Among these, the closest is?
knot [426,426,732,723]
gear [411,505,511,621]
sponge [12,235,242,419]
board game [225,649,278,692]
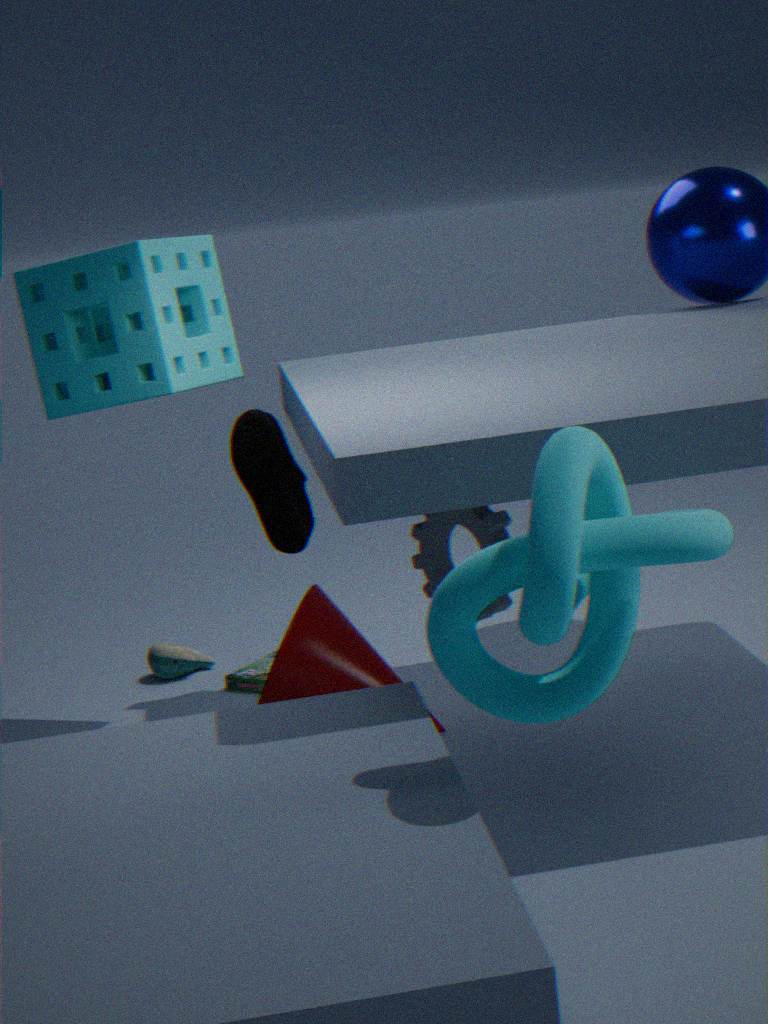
knot [426,426,732,723]
